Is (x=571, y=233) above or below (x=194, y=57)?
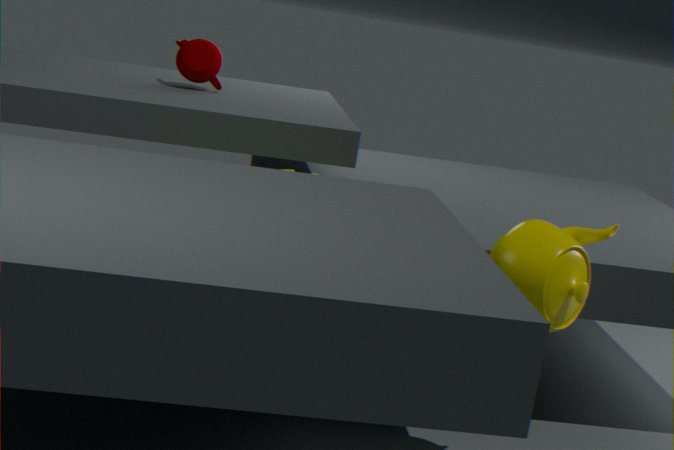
below
